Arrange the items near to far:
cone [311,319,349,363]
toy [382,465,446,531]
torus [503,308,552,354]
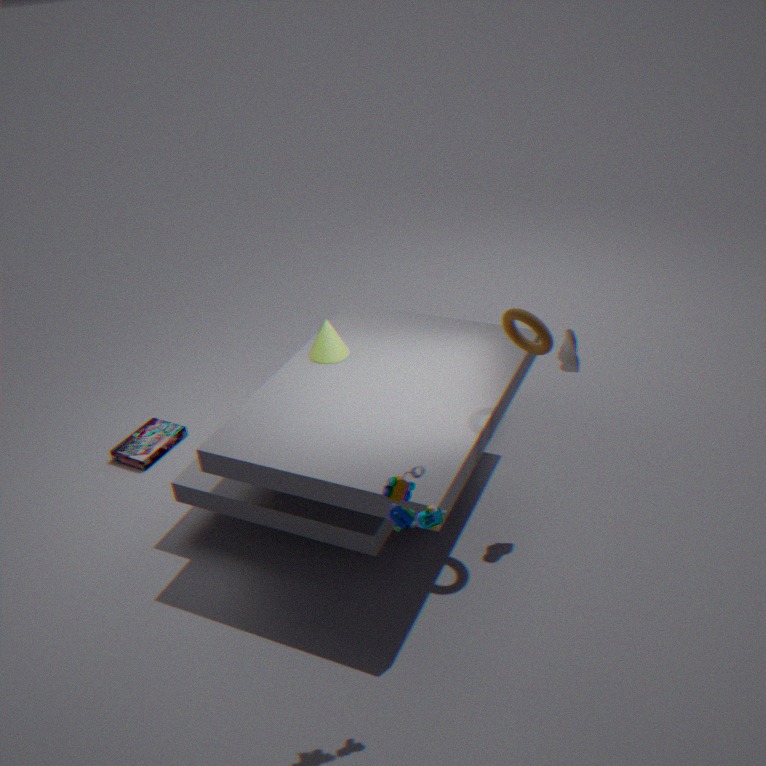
toy [382,465,446,531] → torus [503,308,552,354] → cone [311,319,349,363]
